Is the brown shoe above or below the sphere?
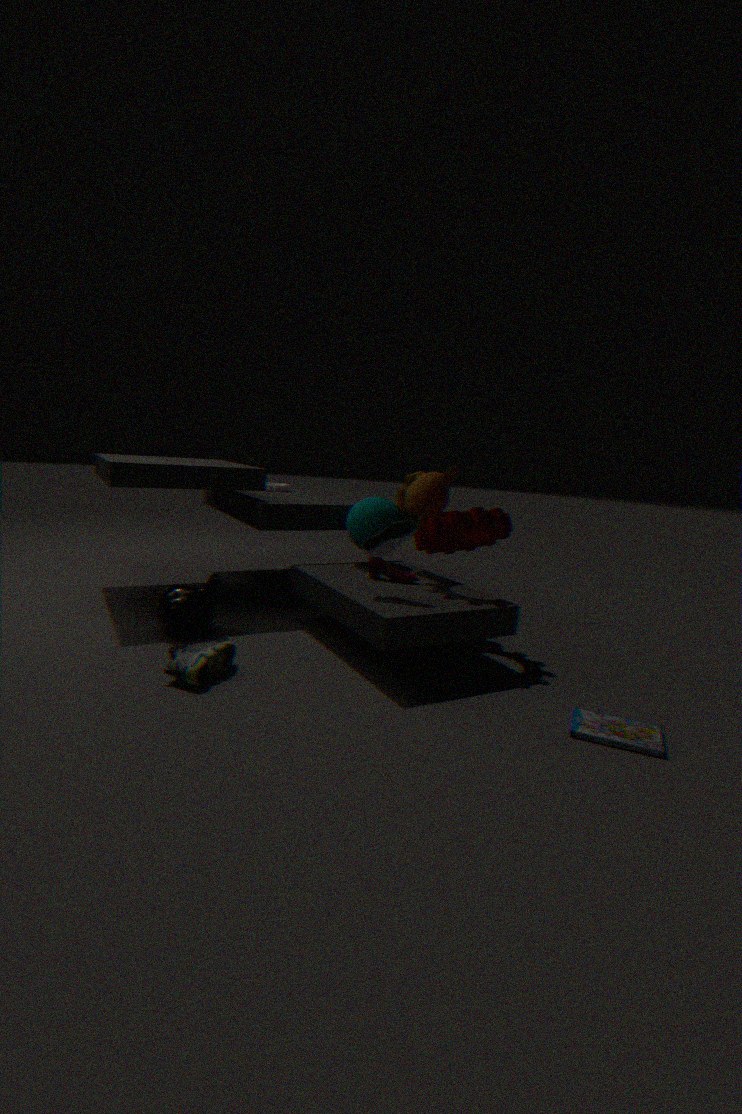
below
